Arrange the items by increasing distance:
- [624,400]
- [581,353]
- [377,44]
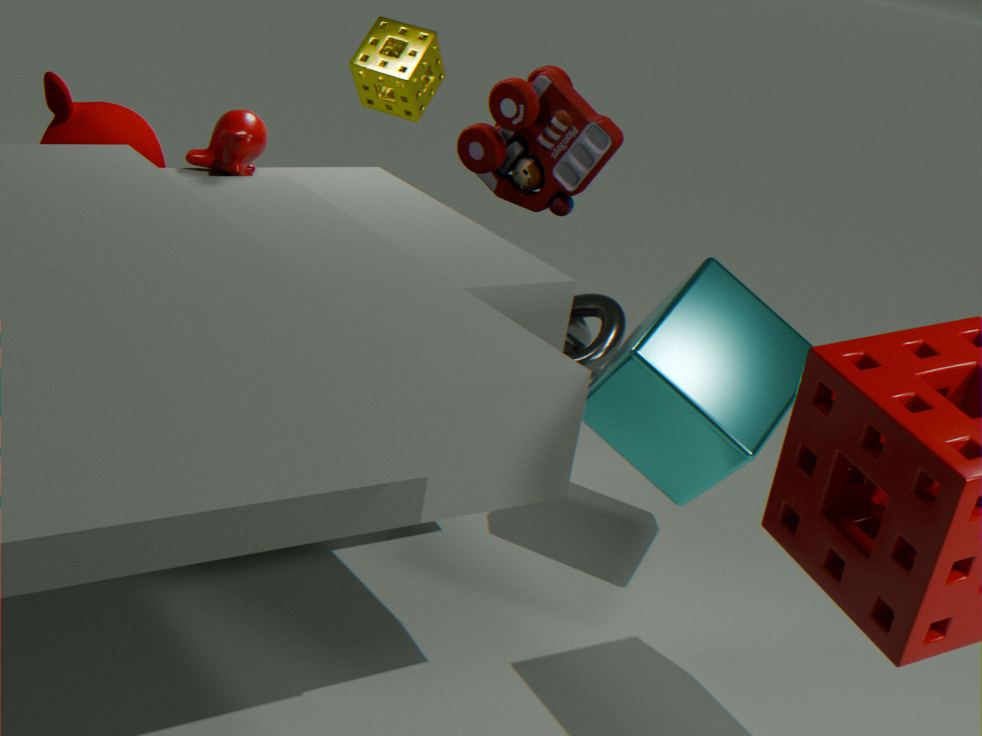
→ [624,400] → [377,44] → [581,353]
